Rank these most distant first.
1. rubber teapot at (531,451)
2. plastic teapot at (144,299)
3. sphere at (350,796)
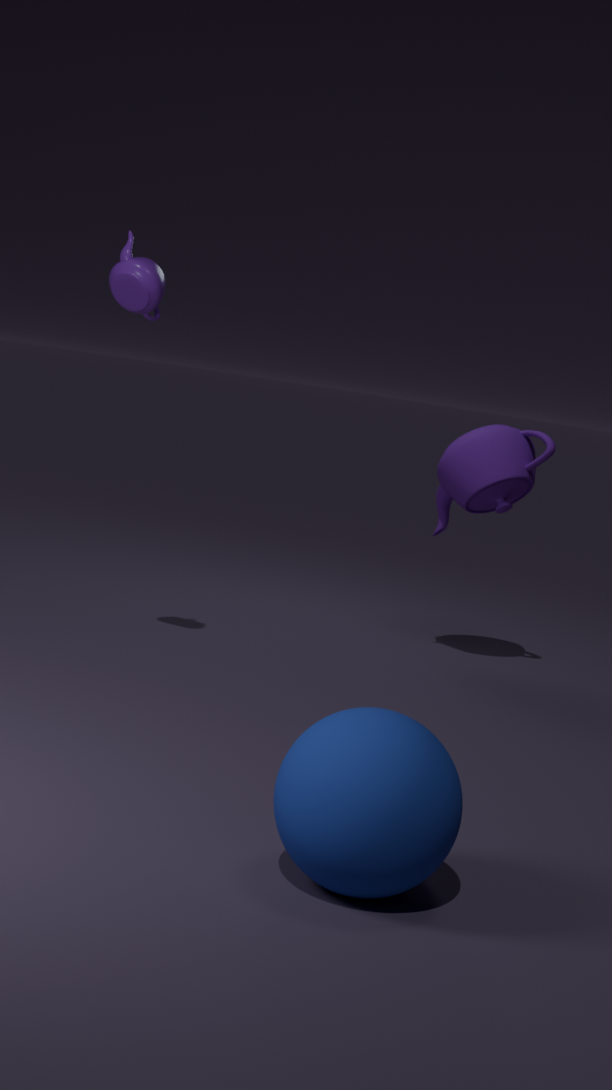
1. rubber teapot at (531,451)
2. plastic teapot at (144,299)
3. sphere at (350,796)
